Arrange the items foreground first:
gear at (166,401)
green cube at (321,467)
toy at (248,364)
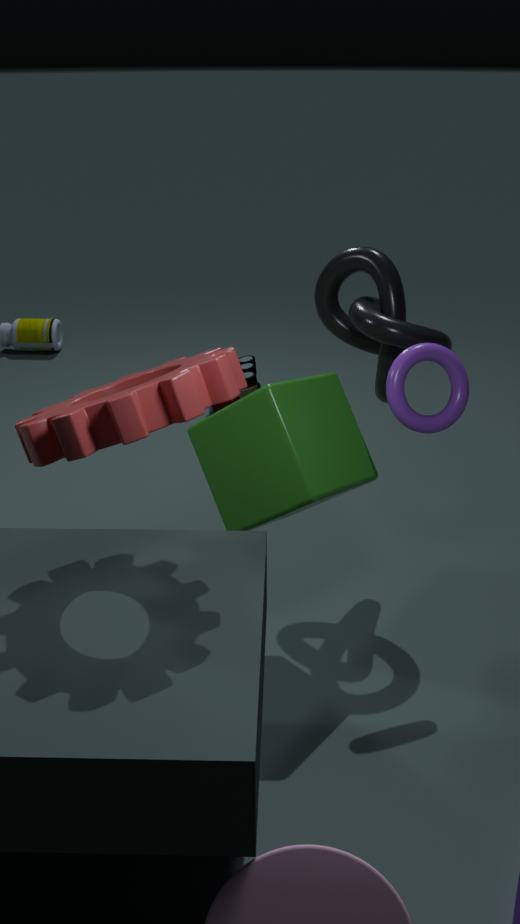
gear at (166,401)
green cube at (321,467)
toy at (248,364)
